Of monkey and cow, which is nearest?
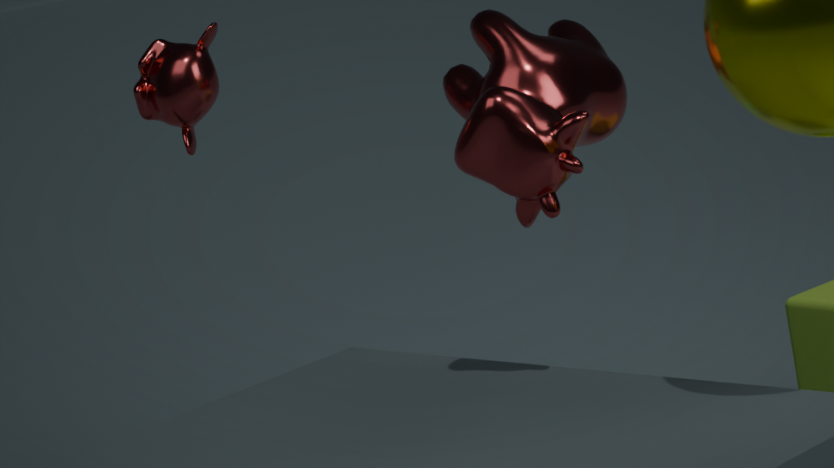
cow
